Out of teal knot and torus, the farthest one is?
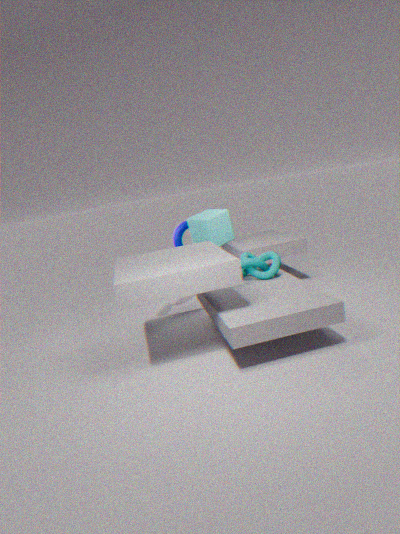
torus
